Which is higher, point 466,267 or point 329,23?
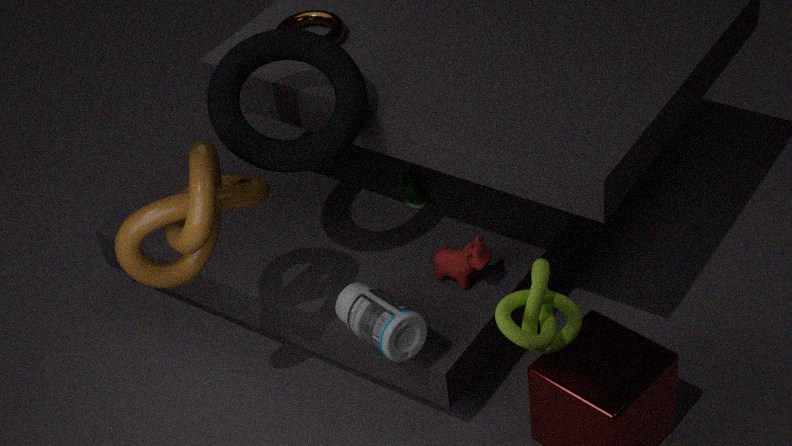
point 329,23
